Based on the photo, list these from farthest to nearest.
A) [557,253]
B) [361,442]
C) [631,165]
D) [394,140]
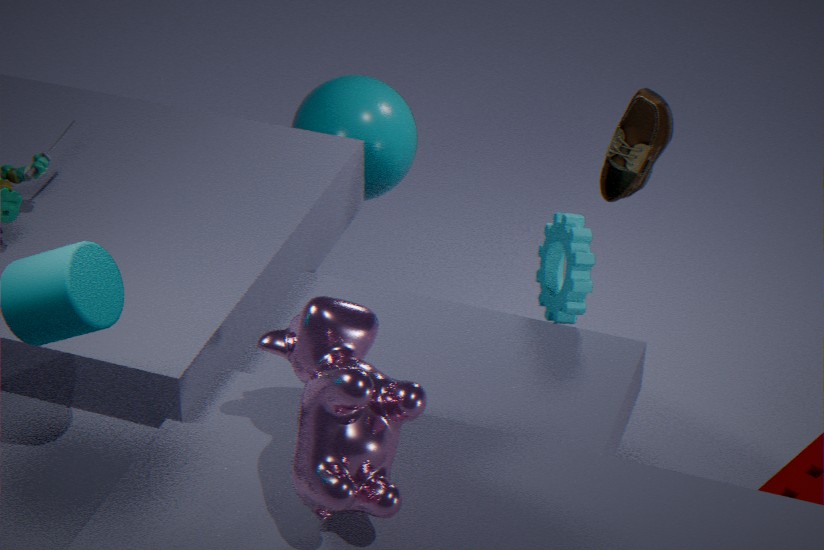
[394,140]
[631,165]
[557,253]
[361,442]
